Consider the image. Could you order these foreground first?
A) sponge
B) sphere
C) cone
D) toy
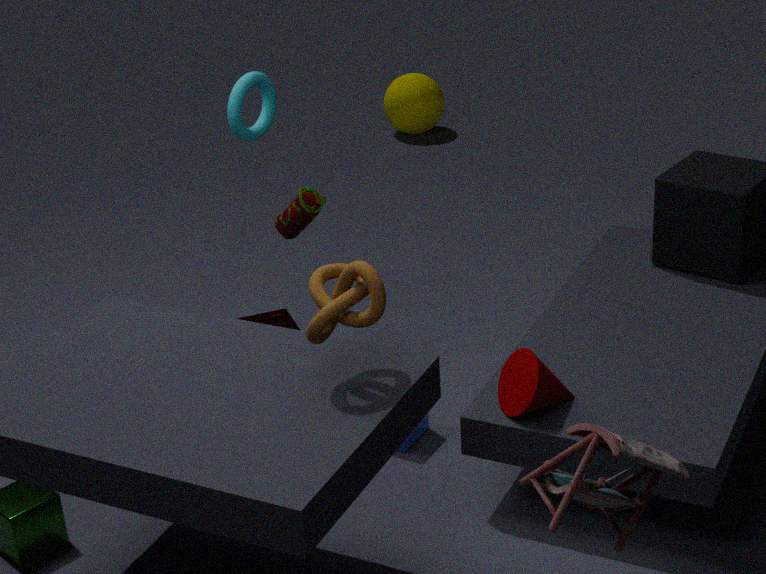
toy
cone
sponge
sphere
